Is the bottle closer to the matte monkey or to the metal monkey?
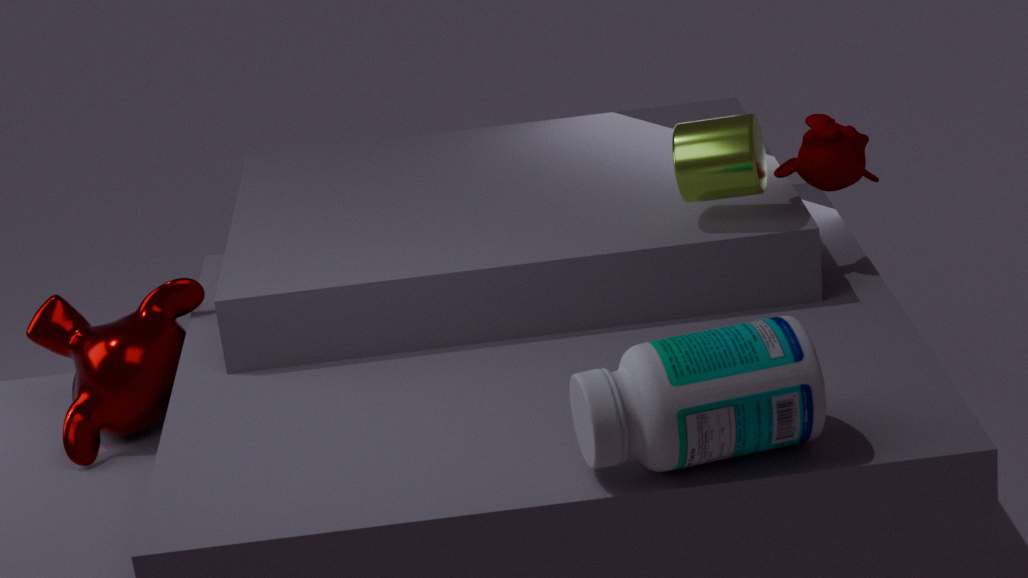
the matte monkey
